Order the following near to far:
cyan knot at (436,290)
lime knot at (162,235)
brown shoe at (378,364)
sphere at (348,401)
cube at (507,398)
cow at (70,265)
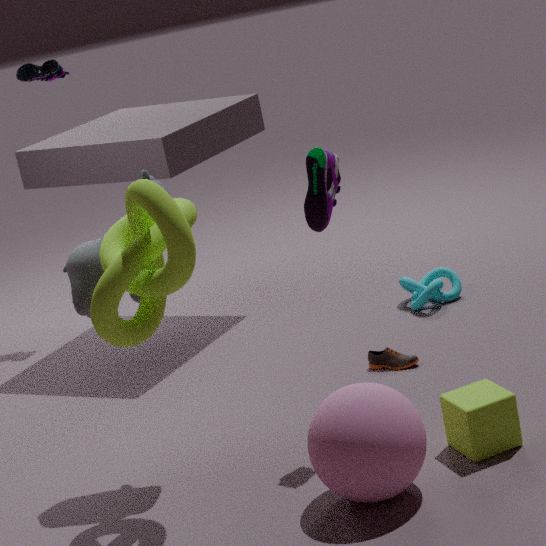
1. lime knot at (162,235)
2. sphere at (348,401)
3. cube at (507,398)
4. cow at (70,265)
5. brown shoe at (378,364)
6. cyan knot at (436,290)
